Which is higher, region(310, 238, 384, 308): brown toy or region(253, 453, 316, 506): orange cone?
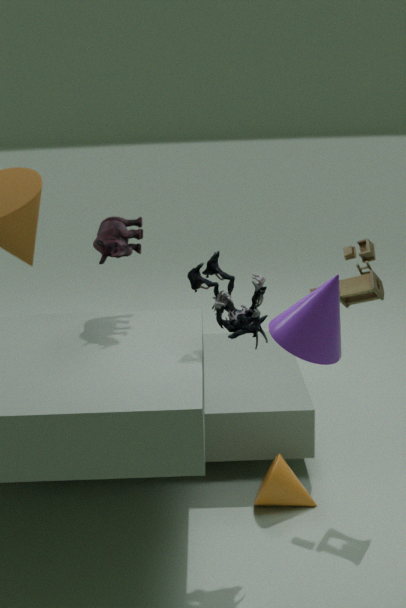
region(310, 238, 384, 308): brown toy
